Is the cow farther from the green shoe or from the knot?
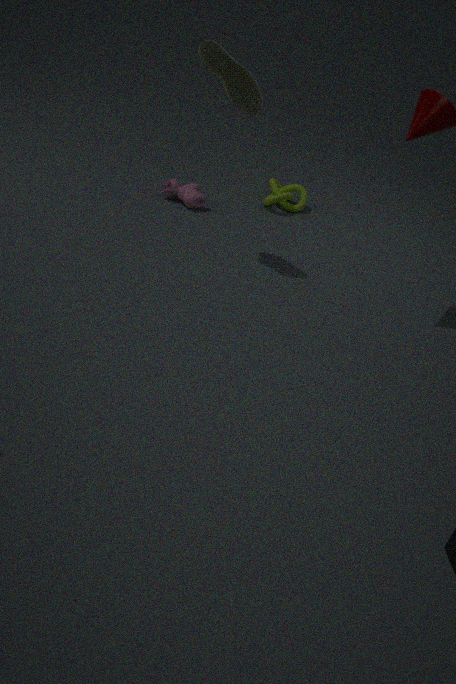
the green shoe
